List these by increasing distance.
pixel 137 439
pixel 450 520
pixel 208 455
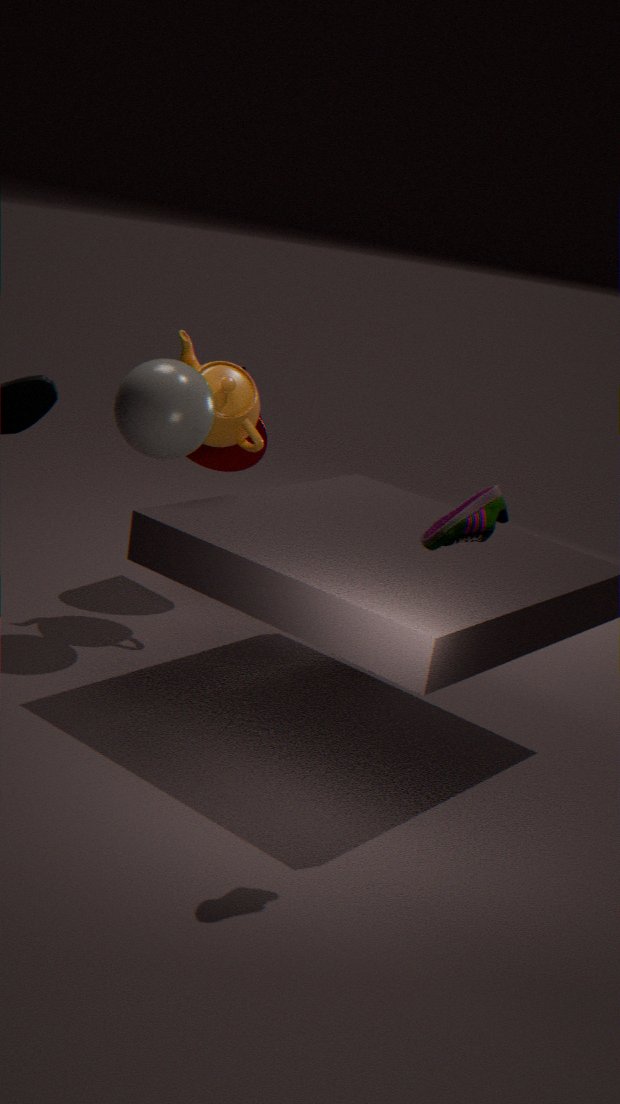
pixel 450 520 → pixel 137 439 → pixel 208 455
